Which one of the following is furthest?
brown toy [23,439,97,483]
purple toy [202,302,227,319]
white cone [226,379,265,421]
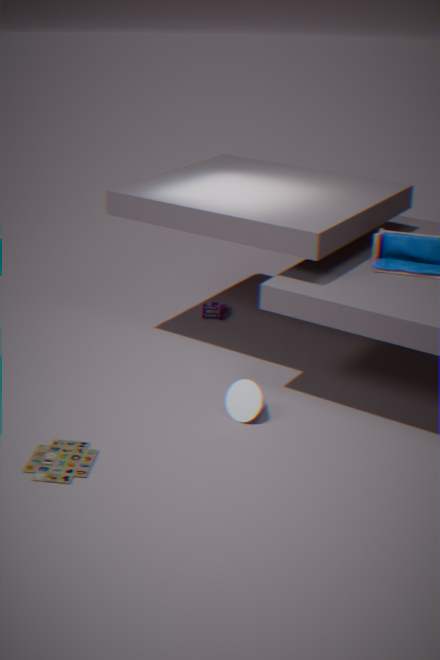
purple toy [202,302,227,319]
